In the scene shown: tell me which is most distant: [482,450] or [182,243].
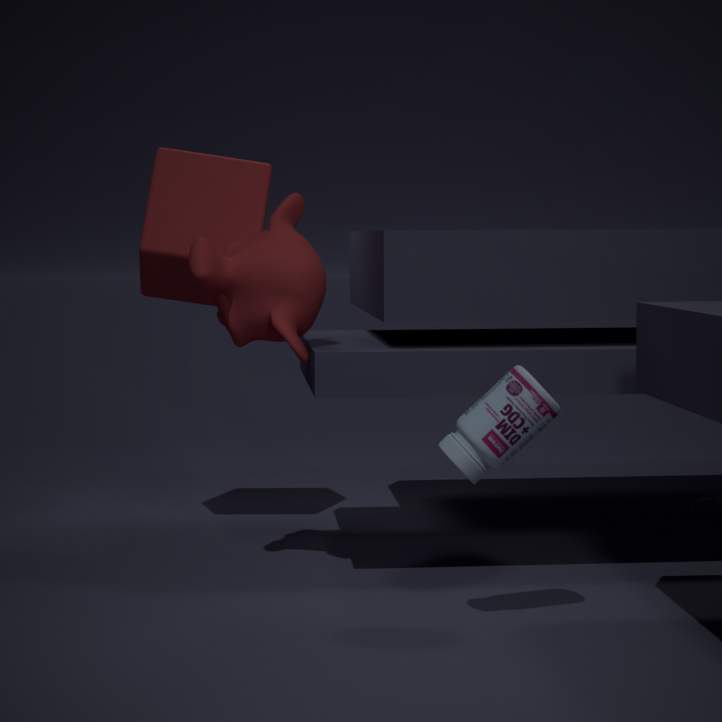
[182,243]
